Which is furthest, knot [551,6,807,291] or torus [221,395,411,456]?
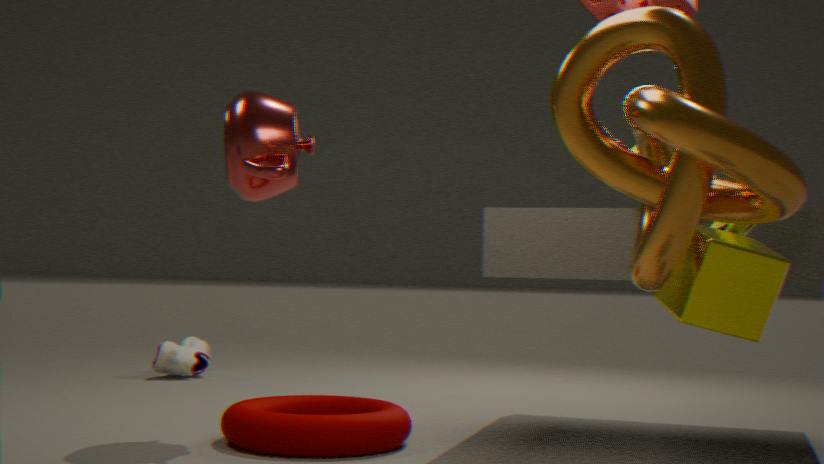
torus [221,395,411,456]
